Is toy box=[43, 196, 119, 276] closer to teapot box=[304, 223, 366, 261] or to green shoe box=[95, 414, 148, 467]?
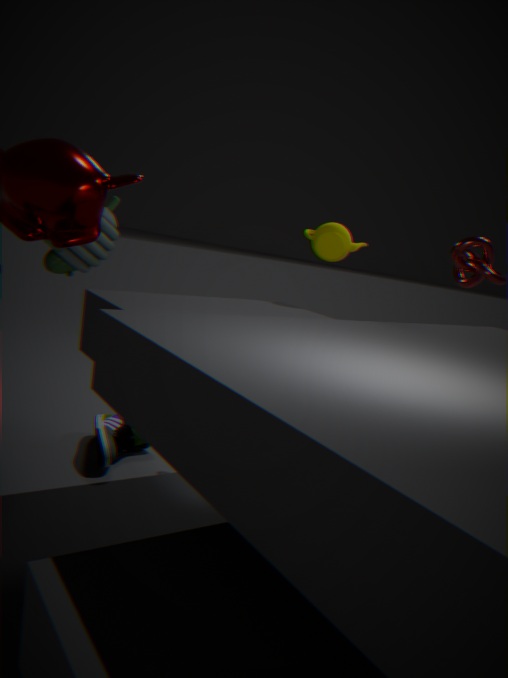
green shoe box=[95, 414, 148, 467]
